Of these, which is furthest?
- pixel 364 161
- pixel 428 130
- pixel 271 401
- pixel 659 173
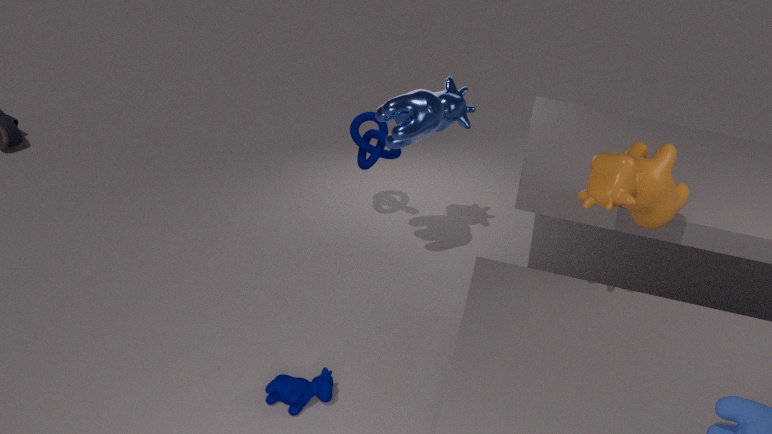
pixel 364 161
